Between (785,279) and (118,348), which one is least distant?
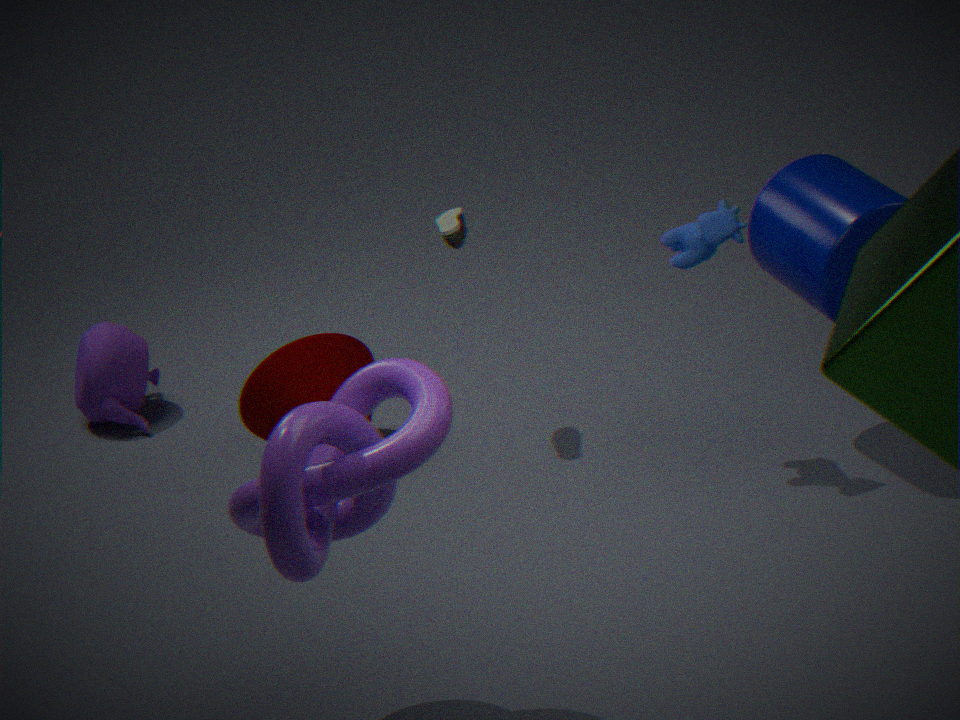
(785,279)
